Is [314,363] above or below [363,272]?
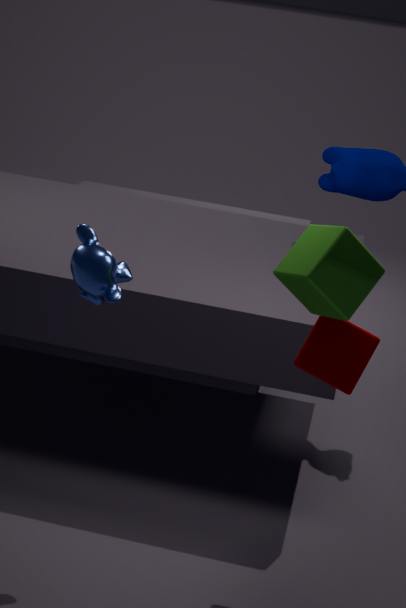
below
